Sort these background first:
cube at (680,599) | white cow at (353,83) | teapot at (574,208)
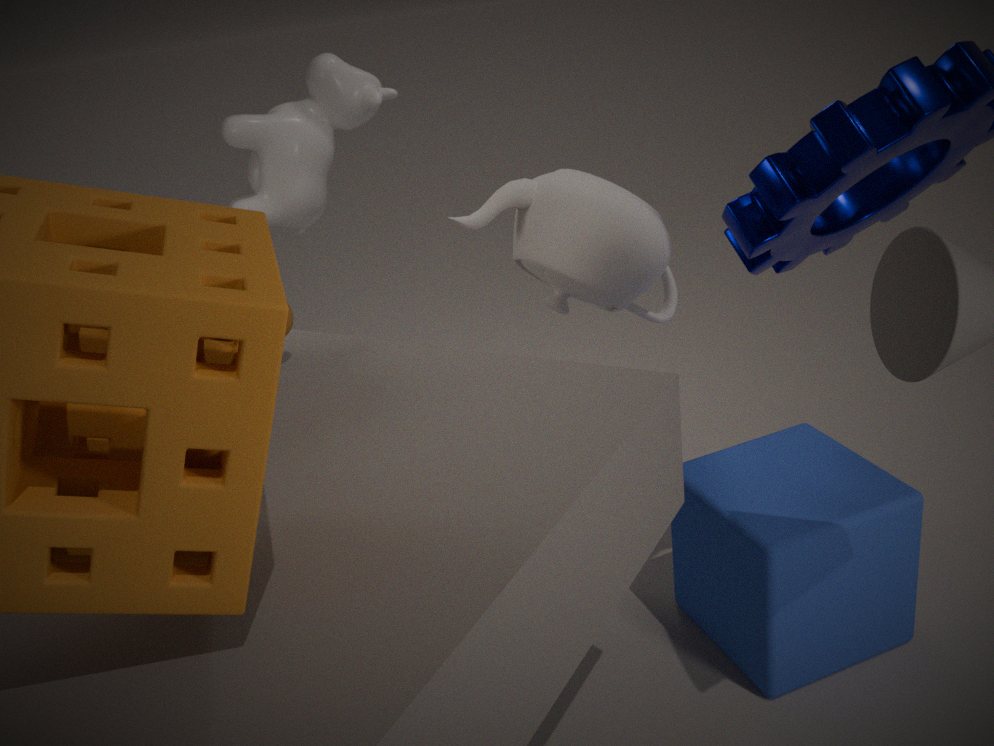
white cow at (353,83) → teapot at (574,208) → cube at (680,599)
